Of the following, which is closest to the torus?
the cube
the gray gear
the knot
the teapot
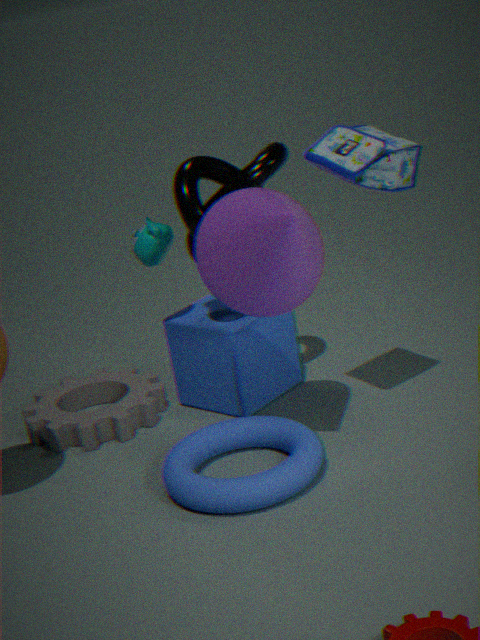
the cube
